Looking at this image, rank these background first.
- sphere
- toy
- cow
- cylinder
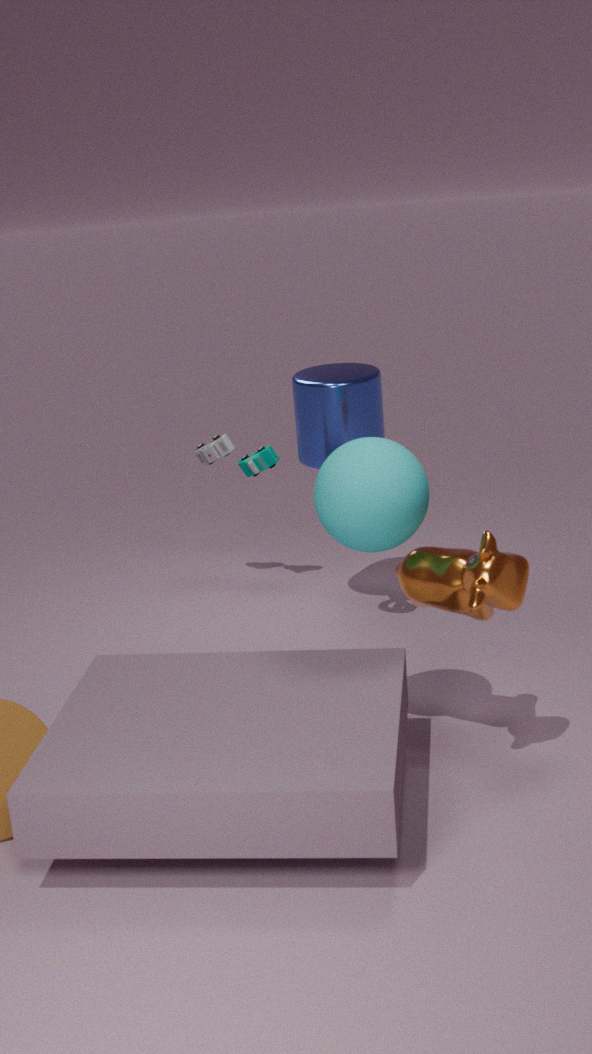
1. toy
2. cylinder
3. sphere
4. cow
